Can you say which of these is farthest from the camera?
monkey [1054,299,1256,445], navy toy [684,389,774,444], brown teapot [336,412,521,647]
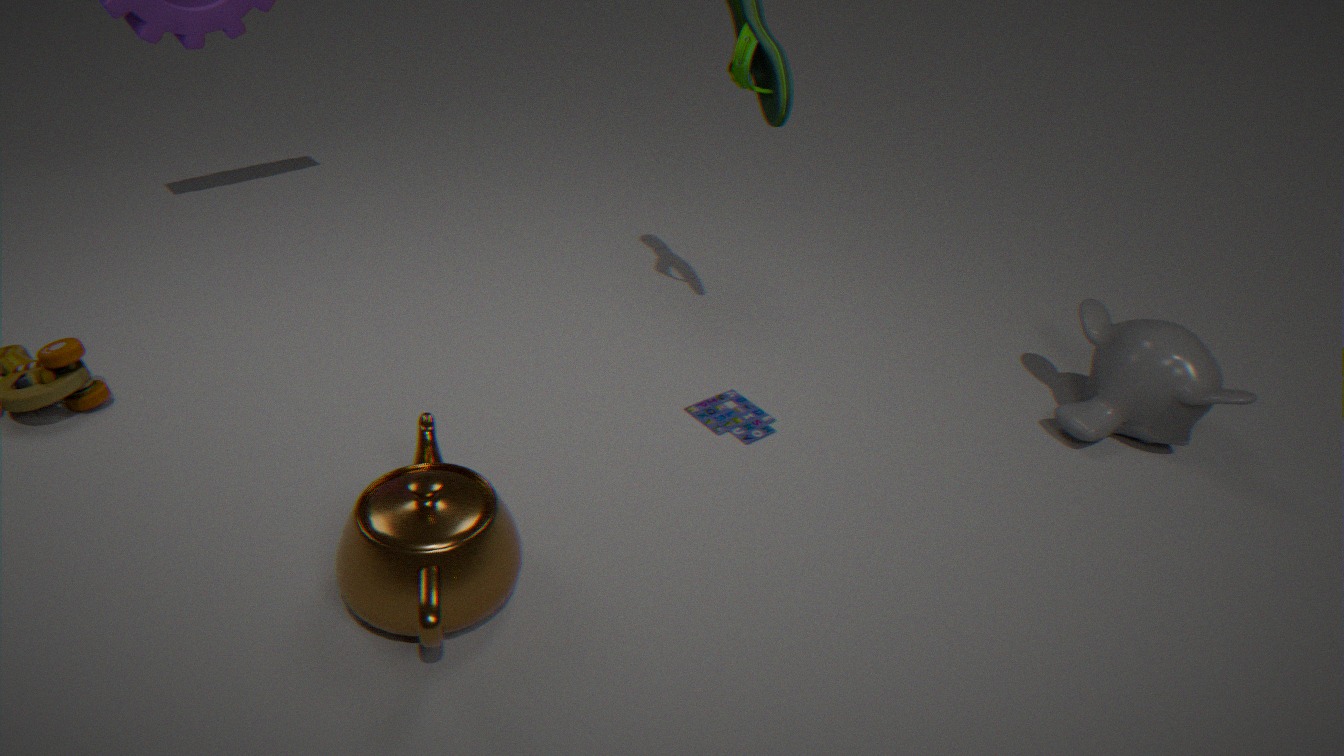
navy toy [684,389,774,444]
